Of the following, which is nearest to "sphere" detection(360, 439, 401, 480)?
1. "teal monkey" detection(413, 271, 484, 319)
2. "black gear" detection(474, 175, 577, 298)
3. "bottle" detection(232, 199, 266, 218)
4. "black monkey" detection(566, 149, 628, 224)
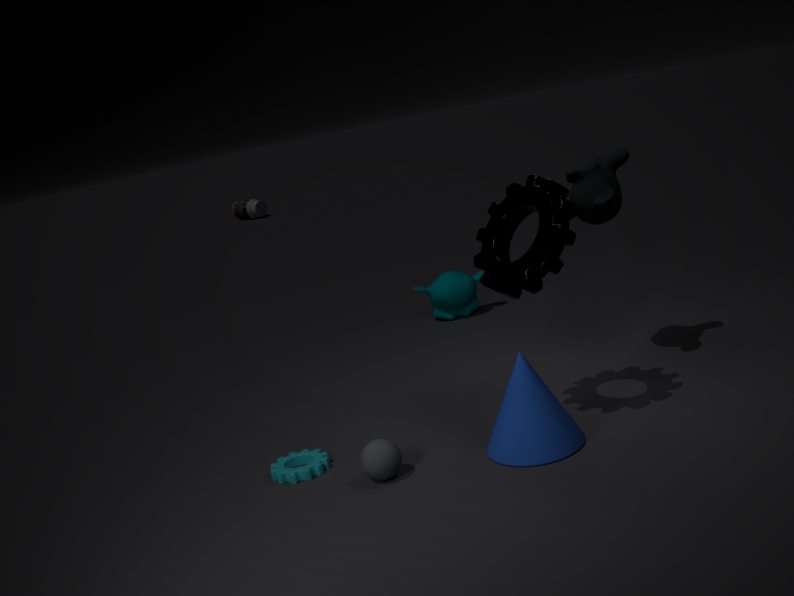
"black gear" detection(474, 175, 577, 298)
